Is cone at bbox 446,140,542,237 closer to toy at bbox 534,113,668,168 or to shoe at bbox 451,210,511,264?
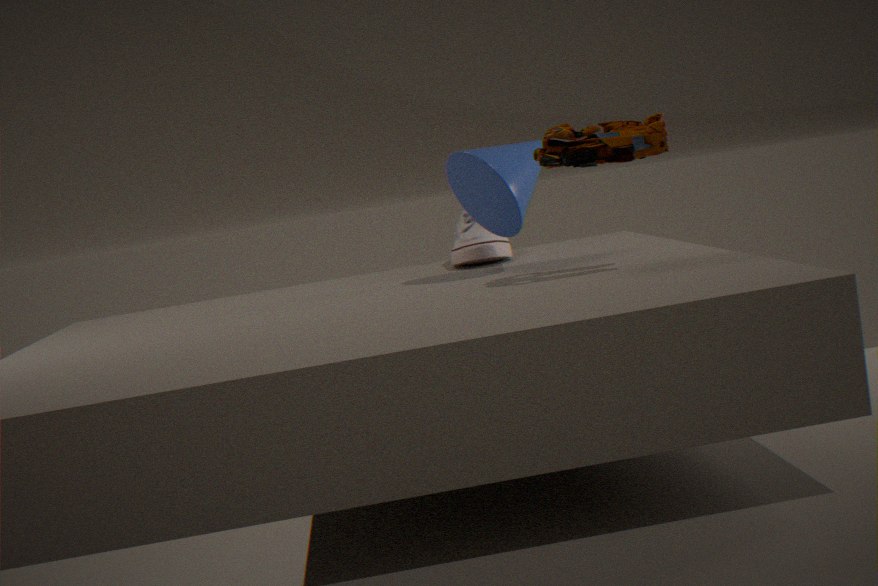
shoe at bbox 451,210,511,264
